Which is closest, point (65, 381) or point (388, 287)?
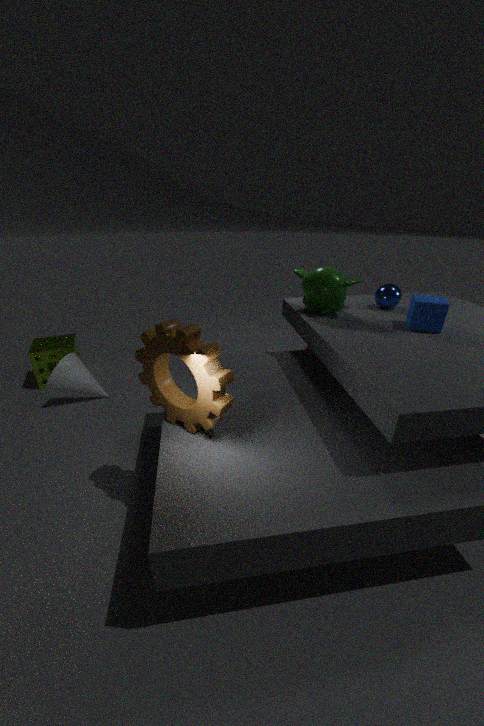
point (388, 287)
